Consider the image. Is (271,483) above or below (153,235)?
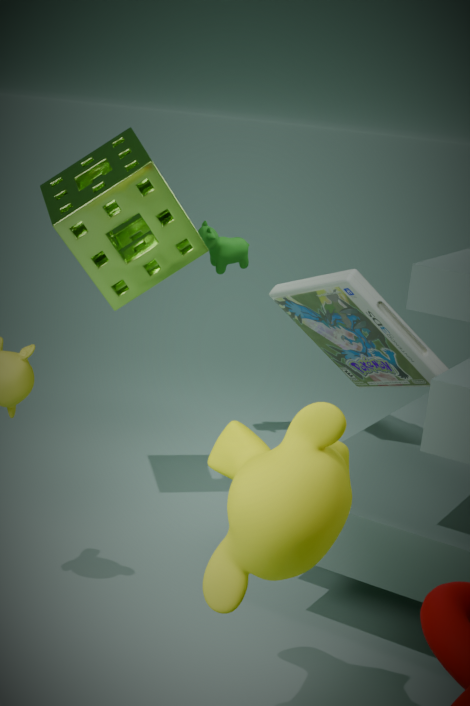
below
